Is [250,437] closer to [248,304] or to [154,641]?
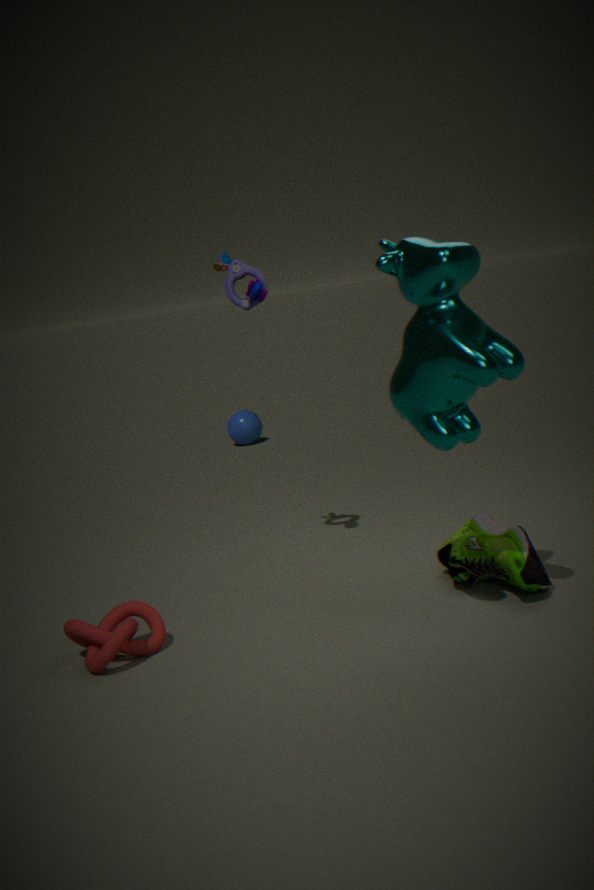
[248,304]
